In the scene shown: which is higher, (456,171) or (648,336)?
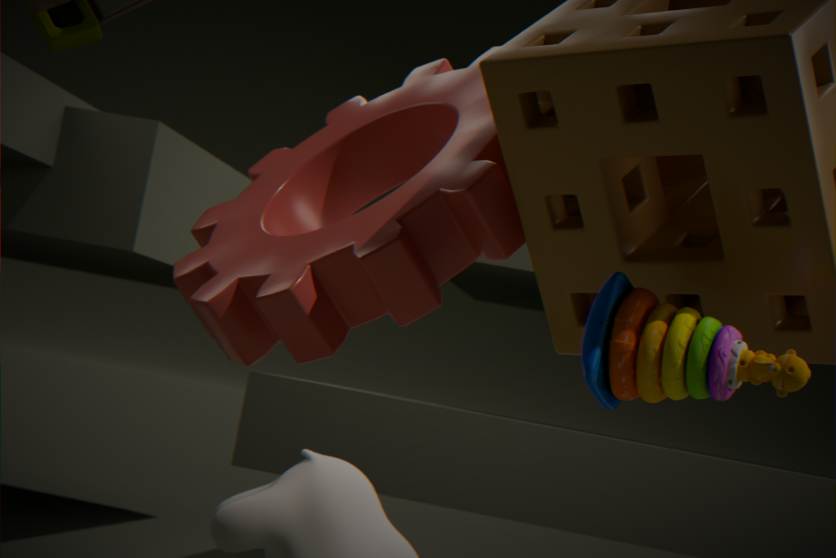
(456,171)
